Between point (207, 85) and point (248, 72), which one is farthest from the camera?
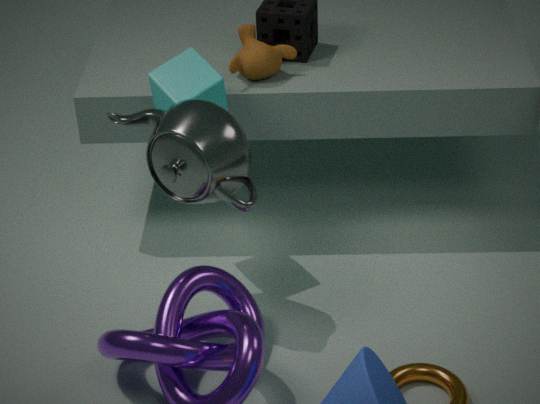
point (248, 72)
